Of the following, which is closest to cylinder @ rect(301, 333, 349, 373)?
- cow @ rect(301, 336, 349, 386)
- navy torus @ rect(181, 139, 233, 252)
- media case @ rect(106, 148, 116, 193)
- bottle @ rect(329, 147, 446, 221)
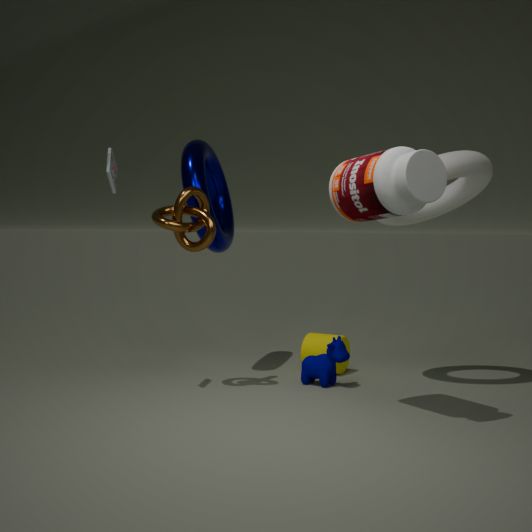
cow @ rect(301, 336, 349, 386)
